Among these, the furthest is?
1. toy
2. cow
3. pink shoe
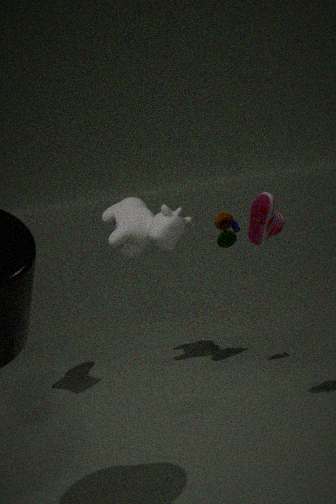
cow
